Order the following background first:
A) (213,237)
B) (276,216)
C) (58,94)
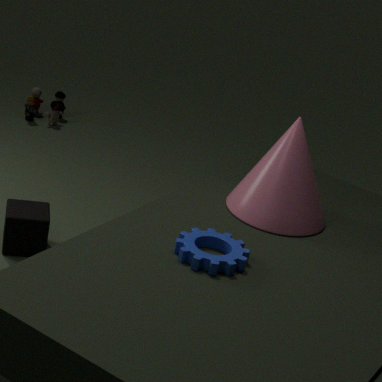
(58,94) < (276,216) < (213,237)
